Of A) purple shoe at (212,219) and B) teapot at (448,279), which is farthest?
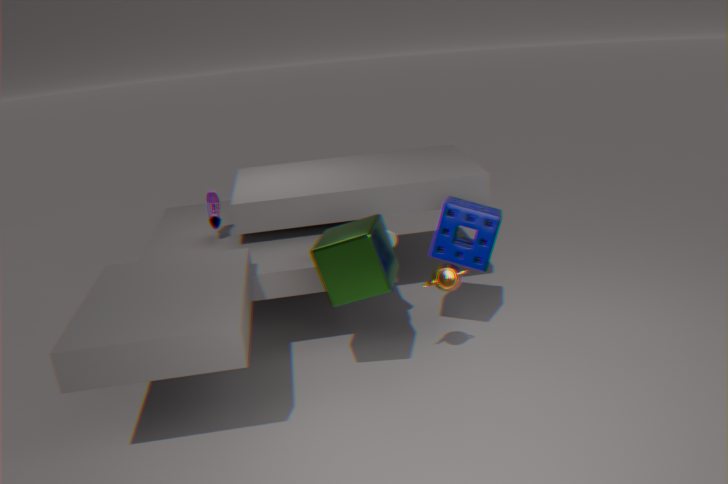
A. purple shoe at (212,219)
